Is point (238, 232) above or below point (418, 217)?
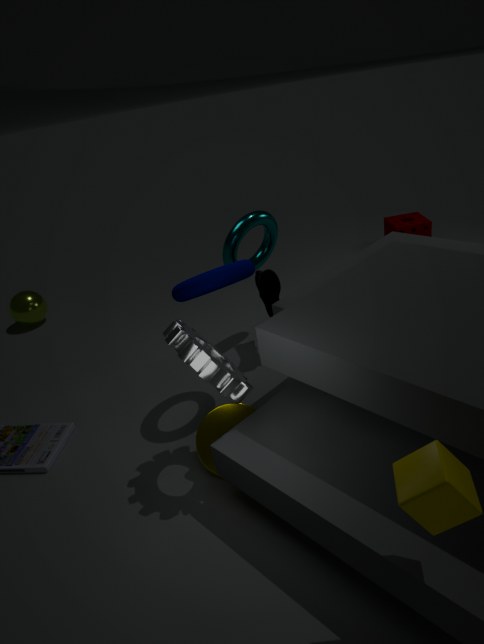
above
